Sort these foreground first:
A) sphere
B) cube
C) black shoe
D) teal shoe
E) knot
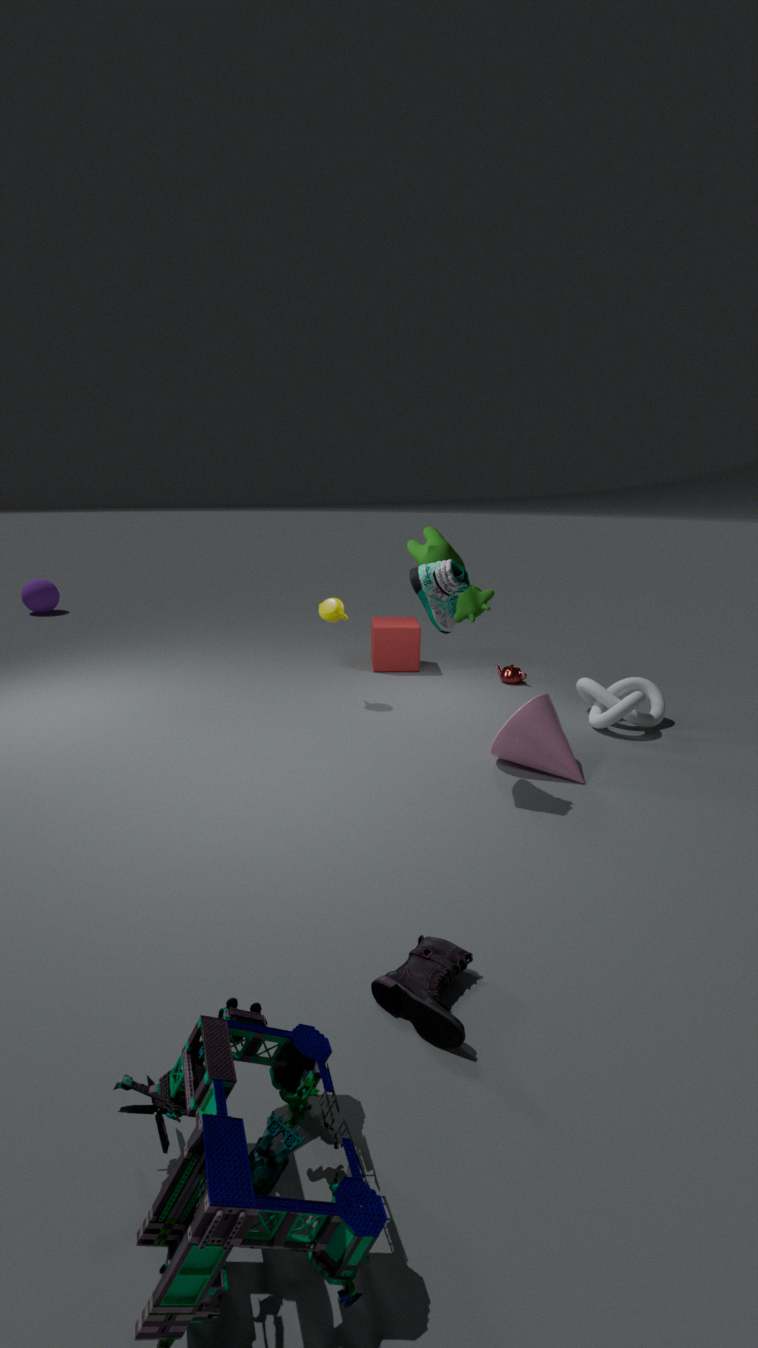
black shoe → teal shoe → knot → cube → sphere
